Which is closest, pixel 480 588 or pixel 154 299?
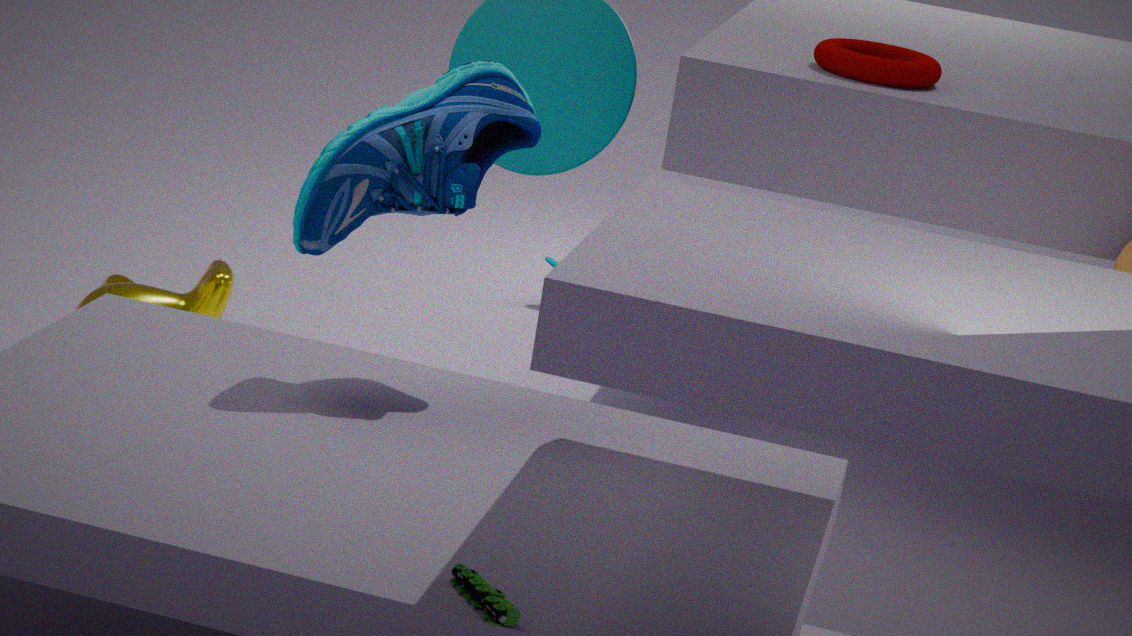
pixel 480 588
